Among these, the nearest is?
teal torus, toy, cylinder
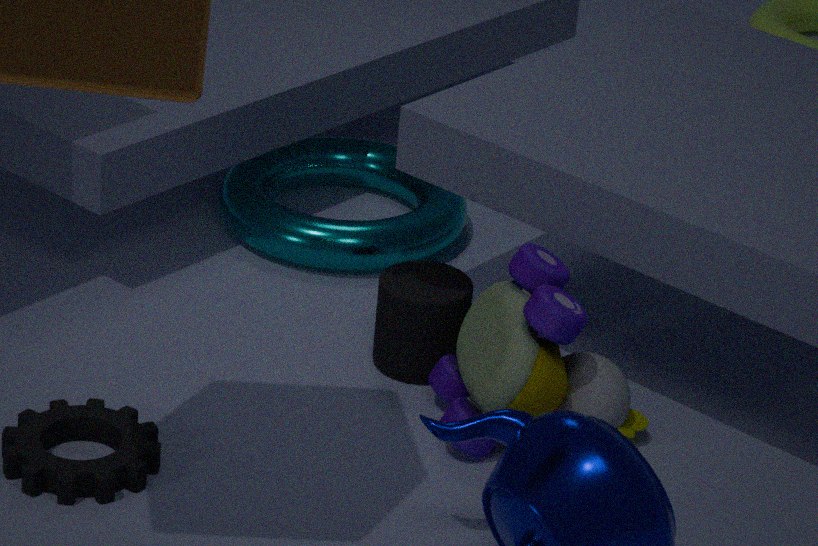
toy
